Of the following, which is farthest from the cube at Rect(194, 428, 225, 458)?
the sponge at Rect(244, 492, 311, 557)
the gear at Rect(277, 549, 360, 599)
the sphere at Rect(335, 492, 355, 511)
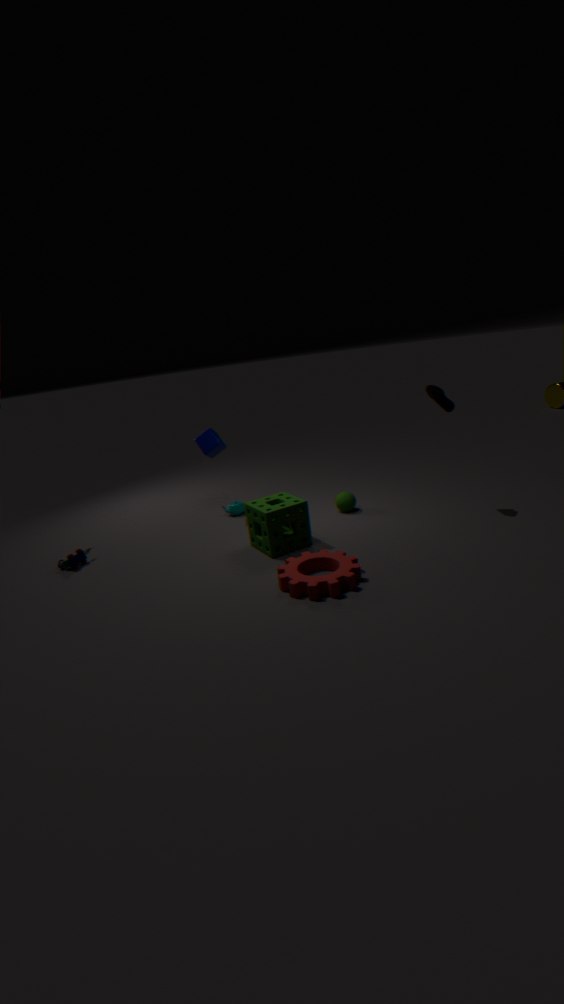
the gear at Rect(277, 549, 360, 599)
